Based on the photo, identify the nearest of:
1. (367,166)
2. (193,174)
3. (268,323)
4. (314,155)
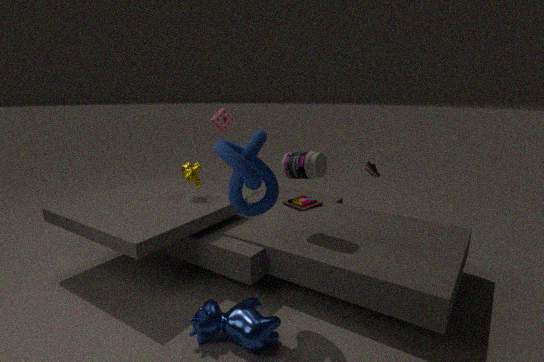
(268,323)
